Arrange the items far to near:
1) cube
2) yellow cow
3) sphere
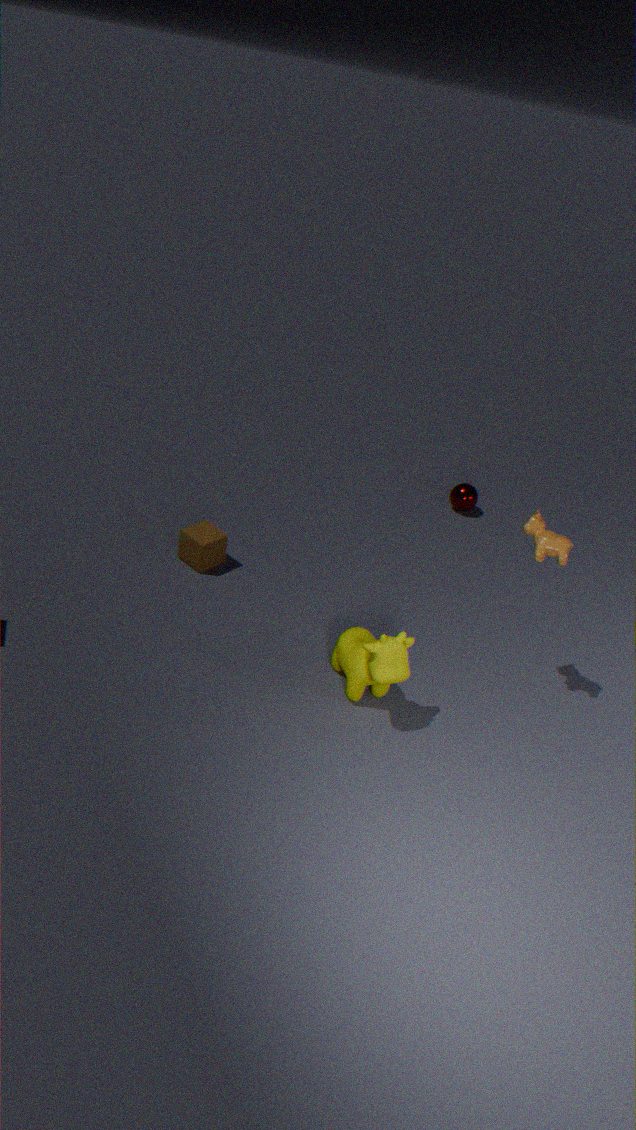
3. sphere, 1. cube, 2. yellow cow
